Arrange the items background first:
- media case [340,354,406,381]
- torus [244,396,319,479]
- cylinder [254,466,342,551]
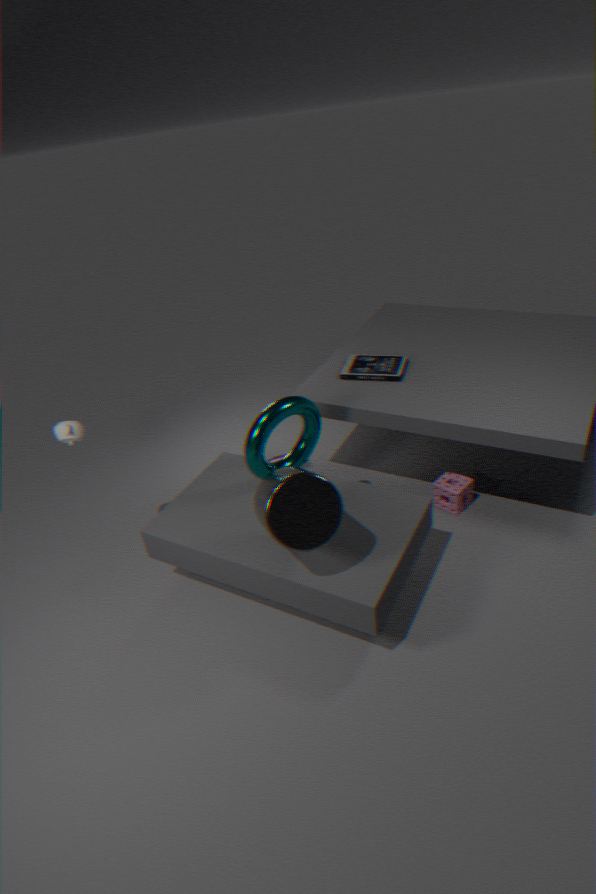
media case [340,354,406,381] < torus [244,396,319,479] < cylinder [254,466,342,551]
